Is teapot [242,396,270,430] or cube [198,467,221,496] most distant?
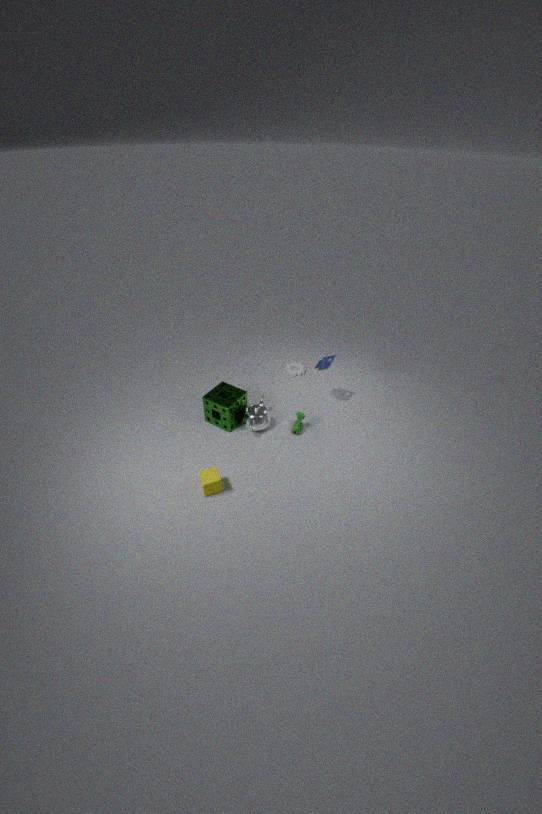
teapot [242,396,270,430]
